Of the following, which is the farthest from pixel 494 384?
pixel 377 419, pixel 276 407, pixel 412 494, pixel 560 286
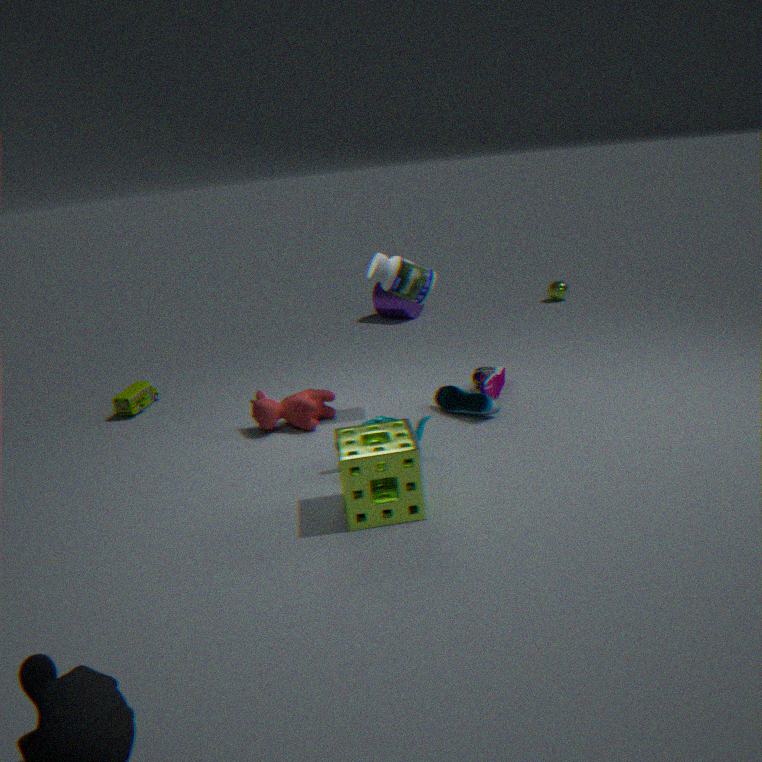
pixel 560 286
